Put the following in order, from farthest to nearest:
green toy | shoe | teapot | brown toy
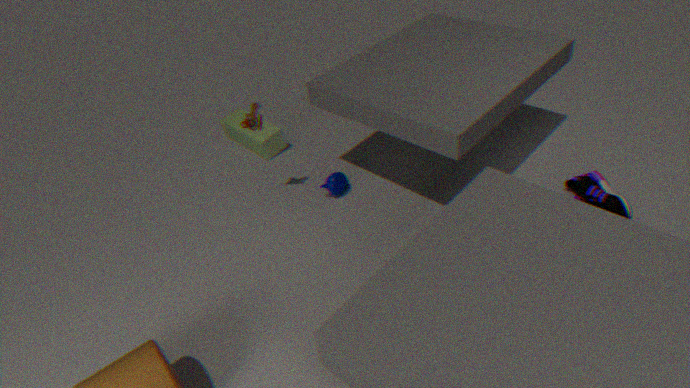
green toy, teapot, brown toy, shoe
